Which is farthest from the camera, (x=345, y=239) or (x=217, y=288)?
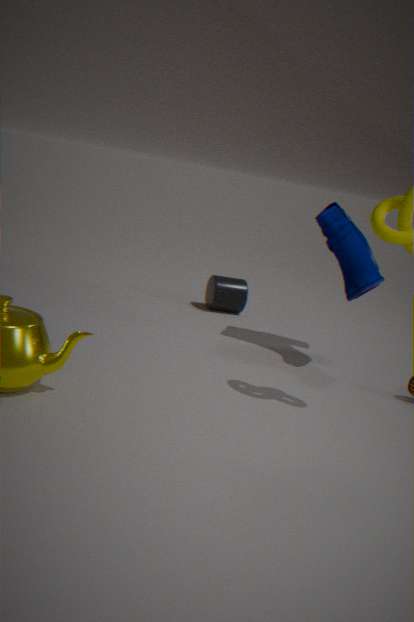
(x=217, y=288)
